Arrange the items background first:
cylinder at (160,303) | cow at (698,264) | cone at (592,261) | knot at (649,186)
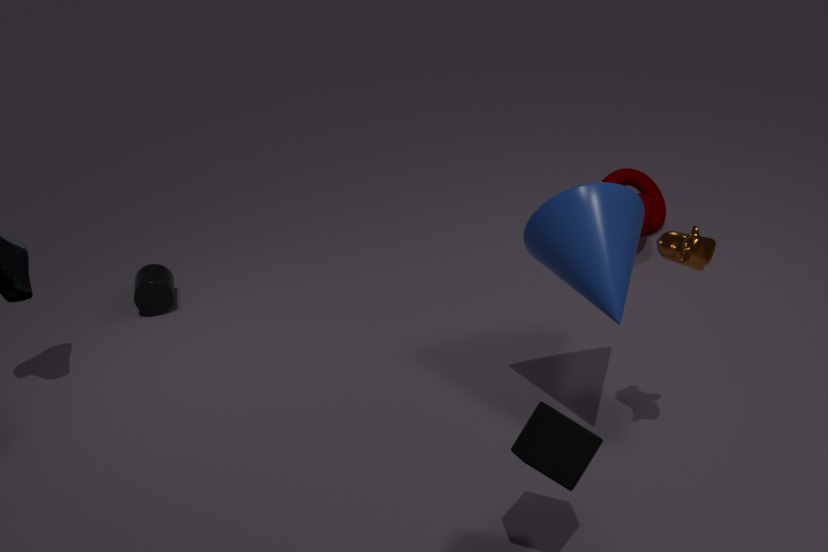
cylinder at (160,303) < knot at (649,186) < cone at (592,261) < cow at (698,264)
